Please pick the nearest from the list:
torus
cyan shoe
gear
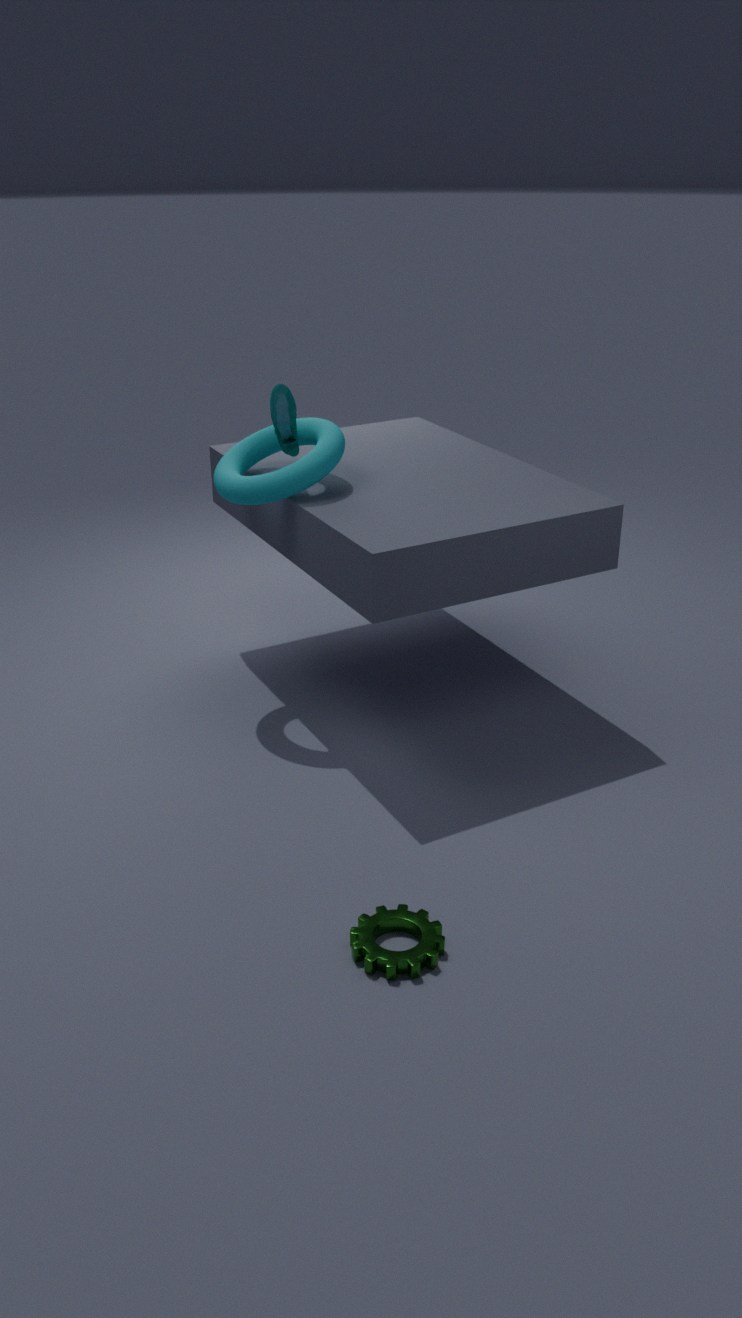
gear
